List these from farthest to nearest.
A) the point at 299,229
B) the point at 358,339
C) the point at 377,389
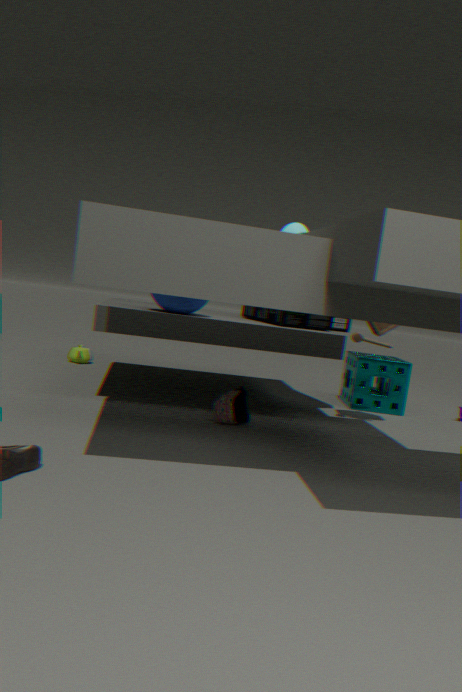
the point at 377,389 → the point at 358,339 → the point at 299,229
